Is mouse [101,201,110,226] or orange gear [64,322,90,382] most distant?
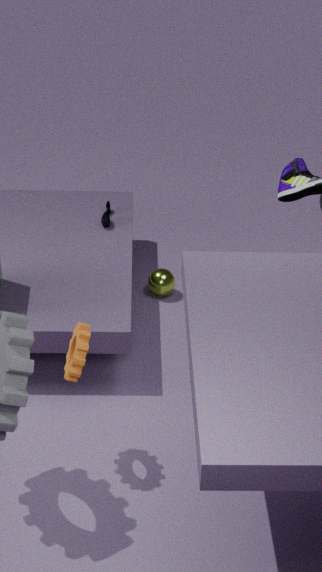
mouse [101,201,110,226]
